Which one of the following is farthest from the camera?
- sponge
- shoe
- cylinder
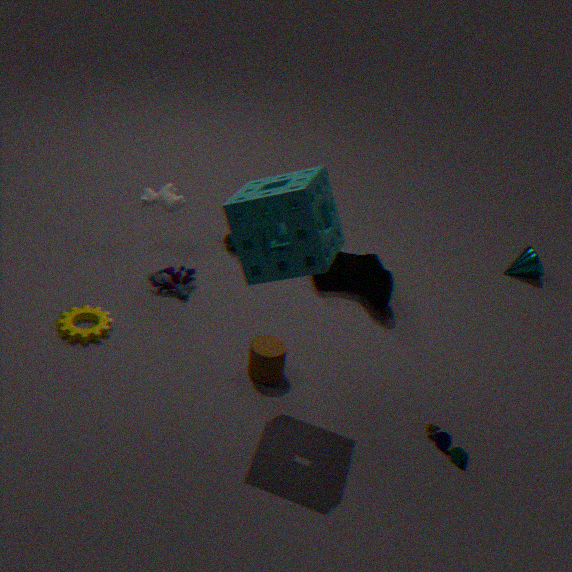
shoe
